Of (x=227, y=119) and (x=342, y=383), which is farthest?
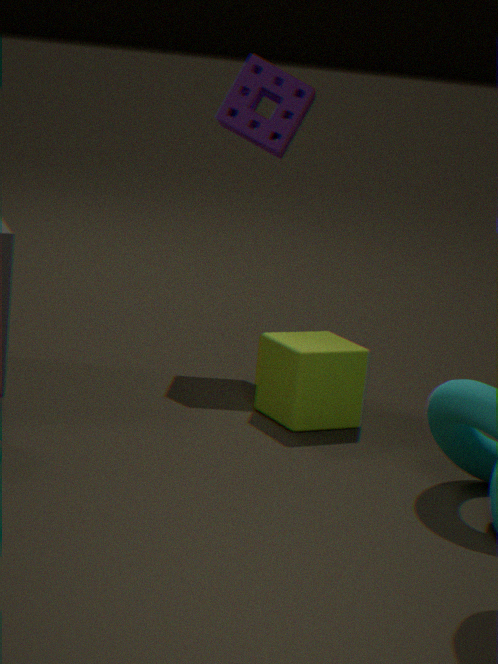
(x=227, y=119)
